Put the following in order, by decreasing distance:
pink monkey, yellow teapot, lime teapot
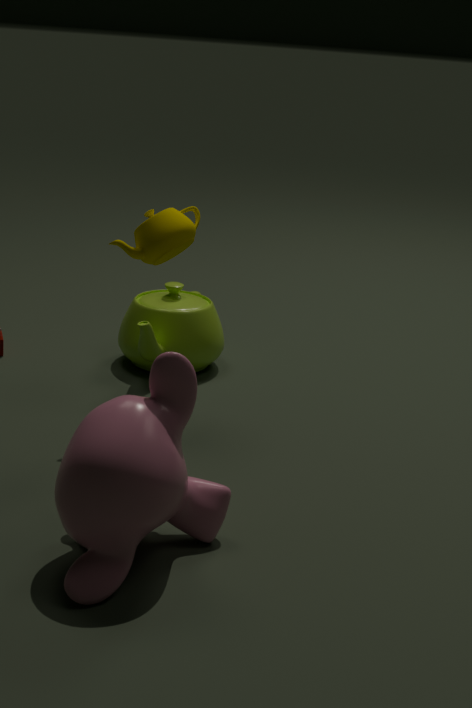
lime teapot < yellow teapot < pink monkey
